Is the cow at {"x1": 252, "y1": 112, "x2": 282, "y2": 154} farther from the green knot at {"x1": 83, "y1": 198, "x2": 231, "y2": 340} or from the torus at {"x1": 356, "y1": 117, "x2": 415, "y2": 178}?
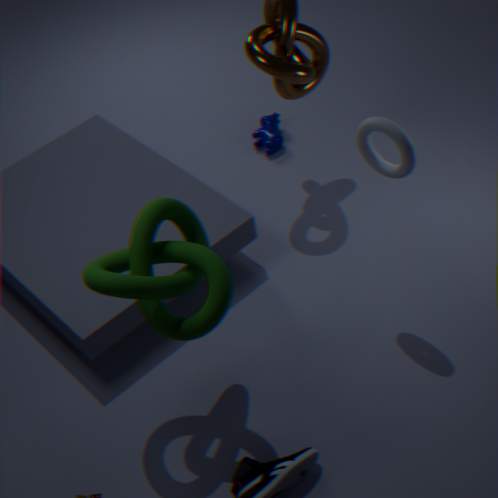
the green knot at {"x1": 83, "y1": 198, "x2": 231, "y2": 340}
